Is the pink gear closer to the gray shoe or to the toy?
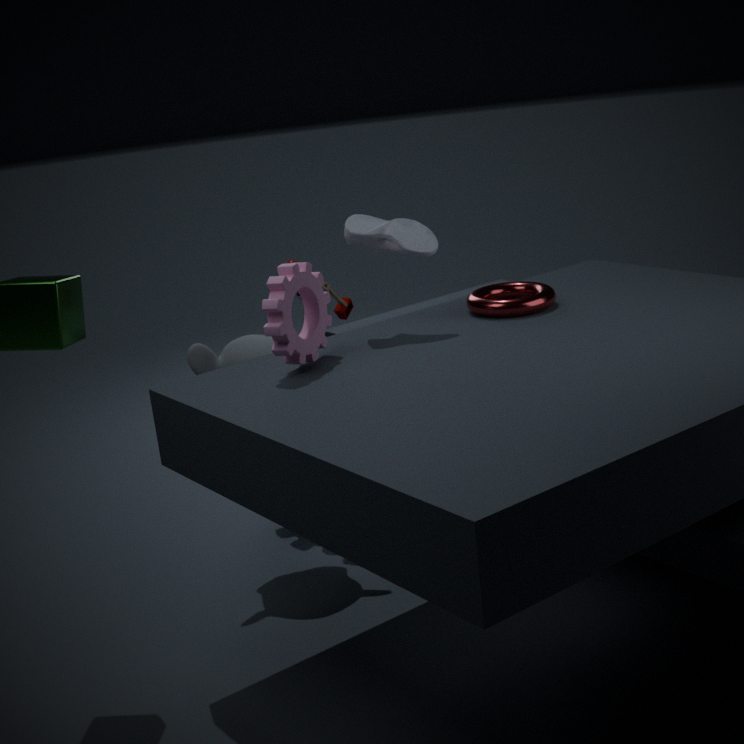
the gray shoe
